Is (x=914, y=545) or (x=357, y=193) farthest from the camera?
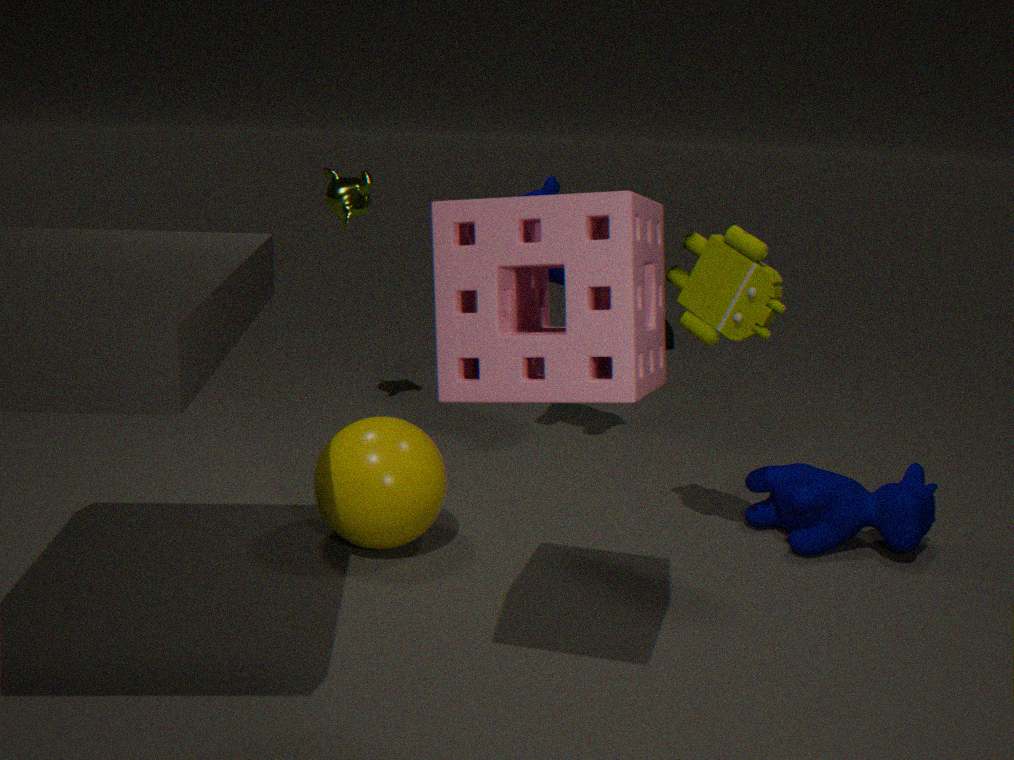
(x=357, y=193)
